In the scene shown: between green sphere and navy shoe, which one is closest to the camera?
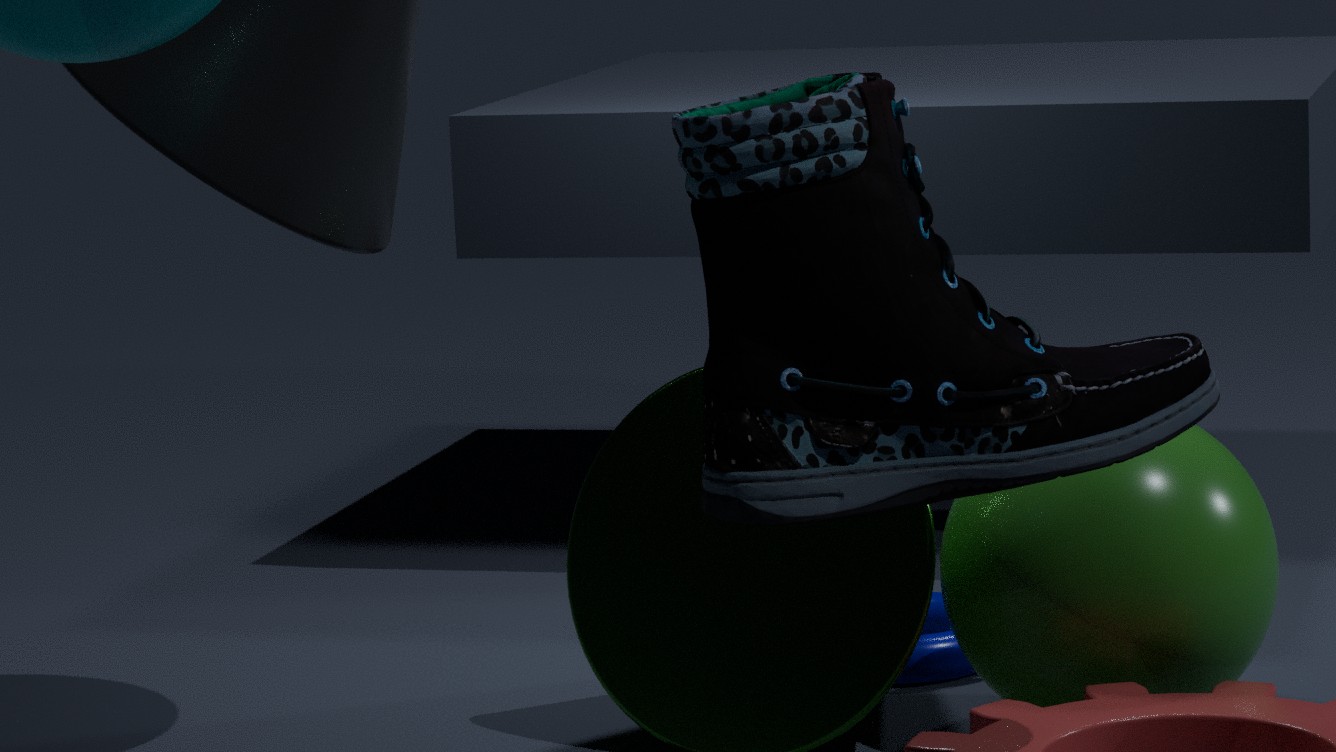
navy shoe
